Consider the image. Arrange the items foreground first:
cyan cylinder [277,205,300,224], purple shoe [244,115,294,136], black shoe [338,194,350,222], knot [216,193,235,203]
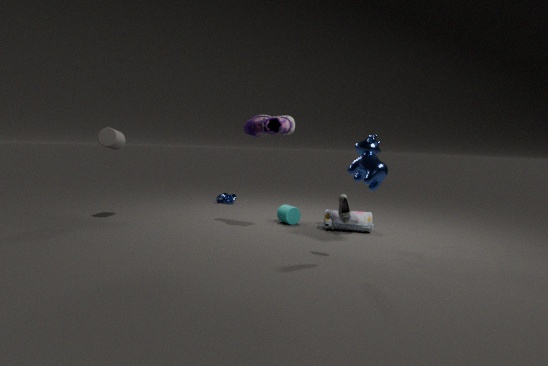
black shoe [338,194,350,222] < purple shoe [244,115,294,136] < cyan cylinder [277,205,300,224] < knot [216,193,235,203]
